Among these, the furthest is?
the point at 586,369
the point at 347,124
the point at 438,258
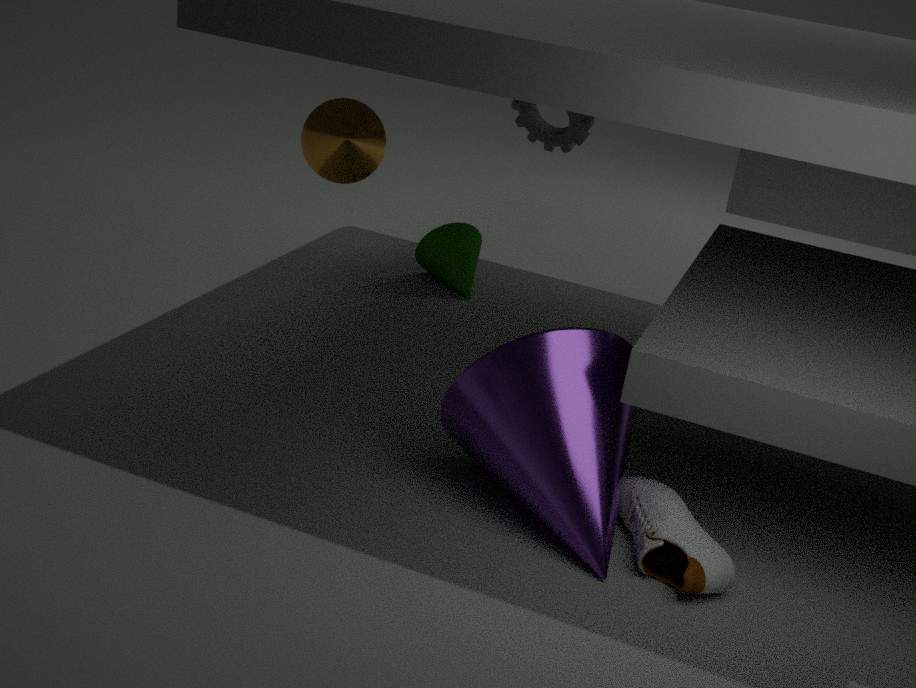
the point at 438,258
